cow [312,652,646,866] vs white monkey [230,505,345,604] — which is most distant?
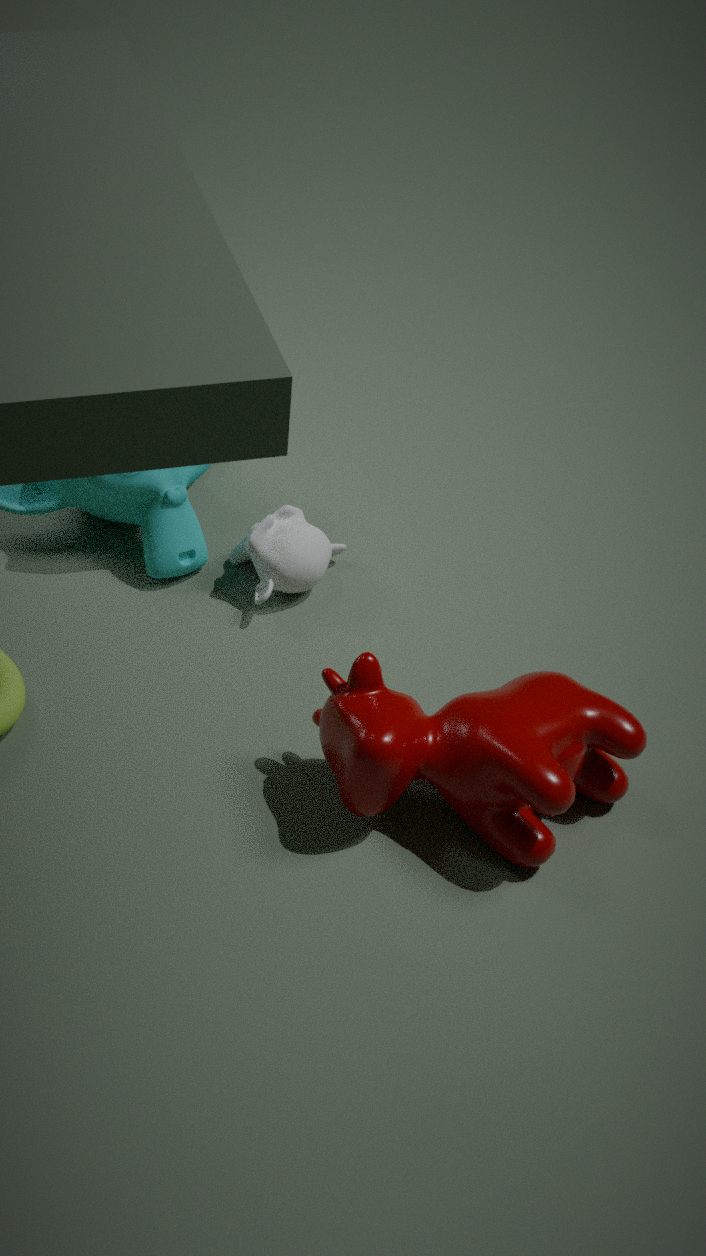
white monkey [230,505,345,604]
